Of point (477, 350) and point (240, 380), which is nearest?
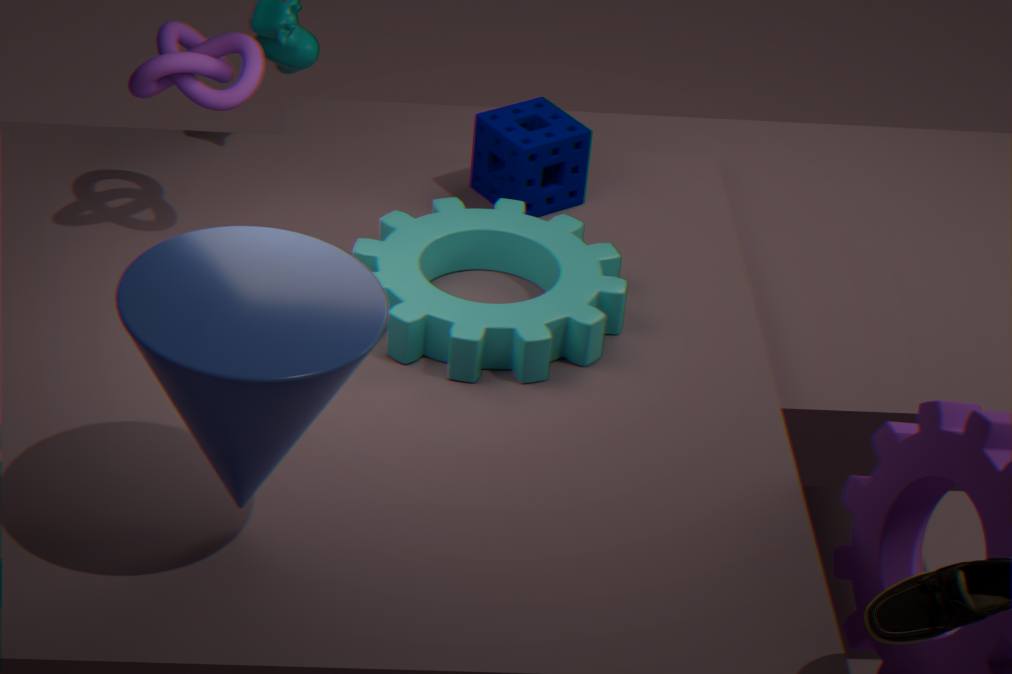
point (240, 380)
